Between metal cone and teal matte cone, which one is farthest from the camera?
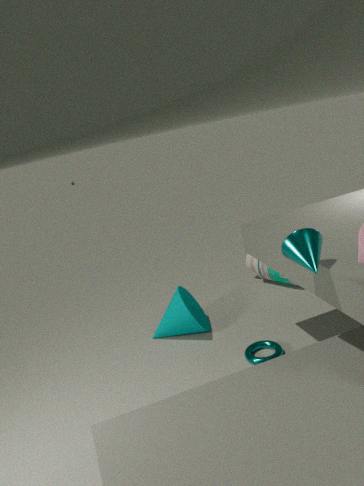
teal matte cone
